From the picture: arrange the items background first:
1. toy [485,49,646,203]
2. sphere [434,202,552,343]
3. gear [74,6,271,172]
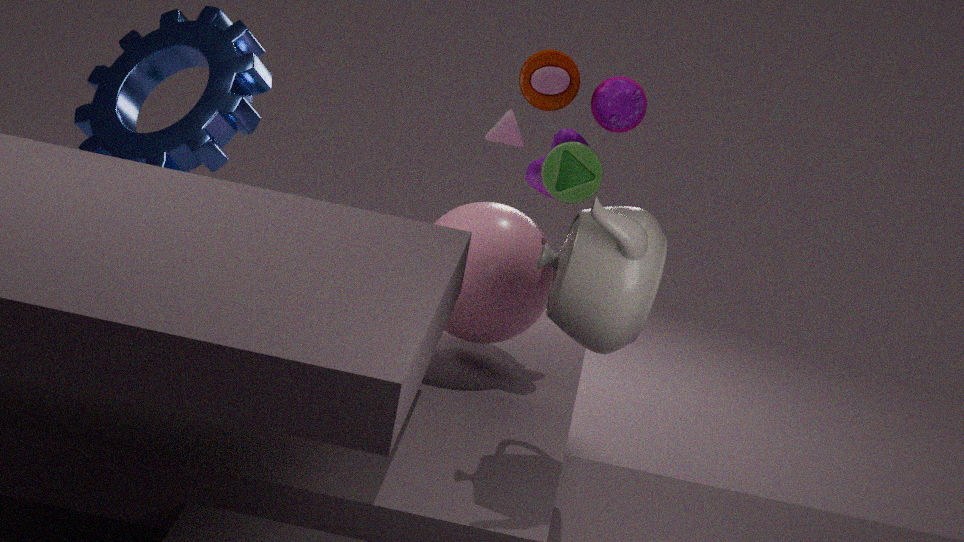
gear [74,6,271,172] → toy [485,49,646,203] → sphere [434,202,552,343]
